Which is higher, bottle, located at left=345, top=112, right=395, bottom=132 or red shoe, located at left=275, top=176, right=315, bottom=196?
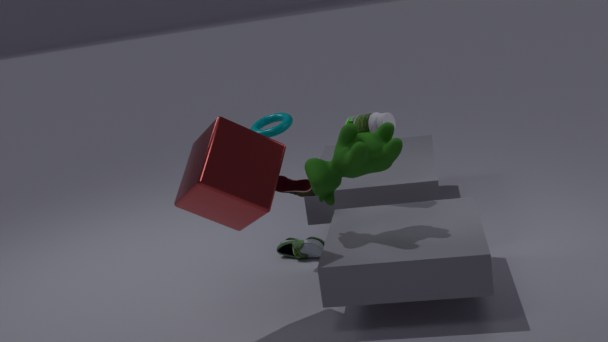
bottle, located at left=345, top=112, right=395, bottom=132
